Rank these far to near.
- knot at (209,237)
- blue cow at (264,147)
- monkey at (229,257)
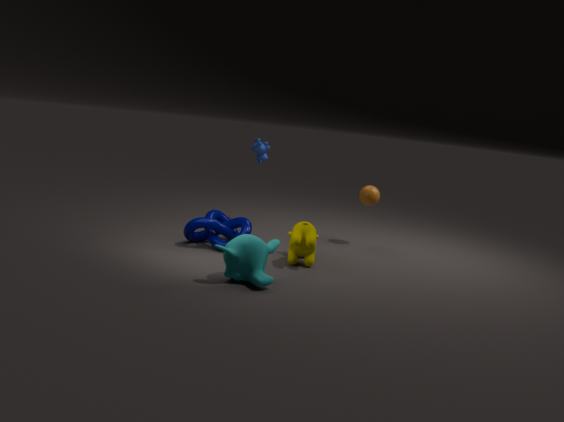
blue cow at (264,147)
knot at (209,237)
monkey at (229,257)
